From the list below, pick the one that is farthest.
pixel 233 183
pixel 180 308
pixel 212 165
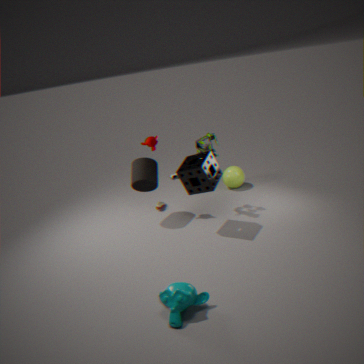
pixel 233 183
